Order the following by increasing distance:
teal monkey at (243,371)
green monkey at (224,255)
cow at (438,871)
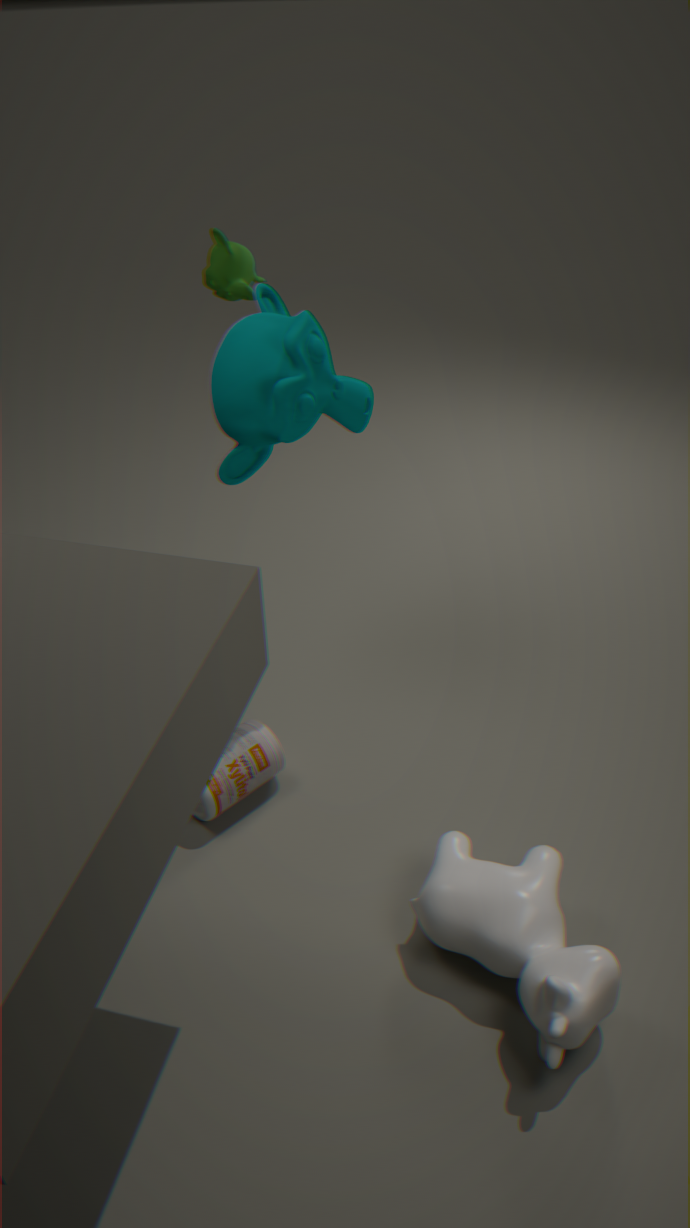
cow at (438,871) < teal monkey at (243,371) < green monkey at (224,255)
